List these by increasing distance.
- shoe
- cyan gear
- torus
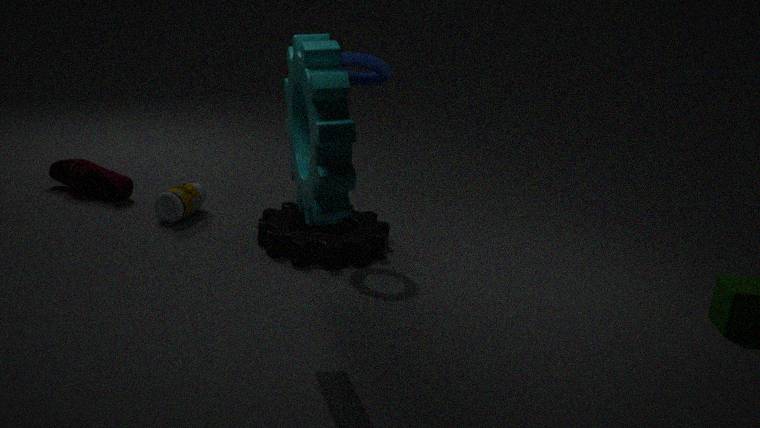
1. cyan gear
2. torus
3. shoe
